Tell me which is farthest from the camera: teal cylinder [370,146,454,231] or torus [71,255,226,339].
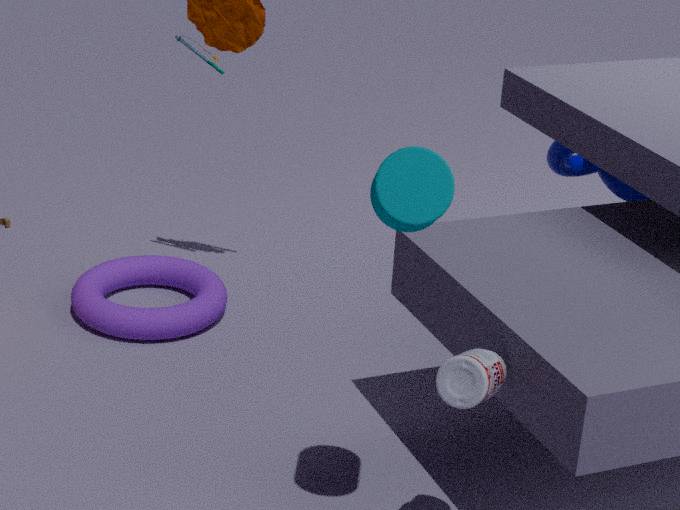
torus [71,255,226,339]
